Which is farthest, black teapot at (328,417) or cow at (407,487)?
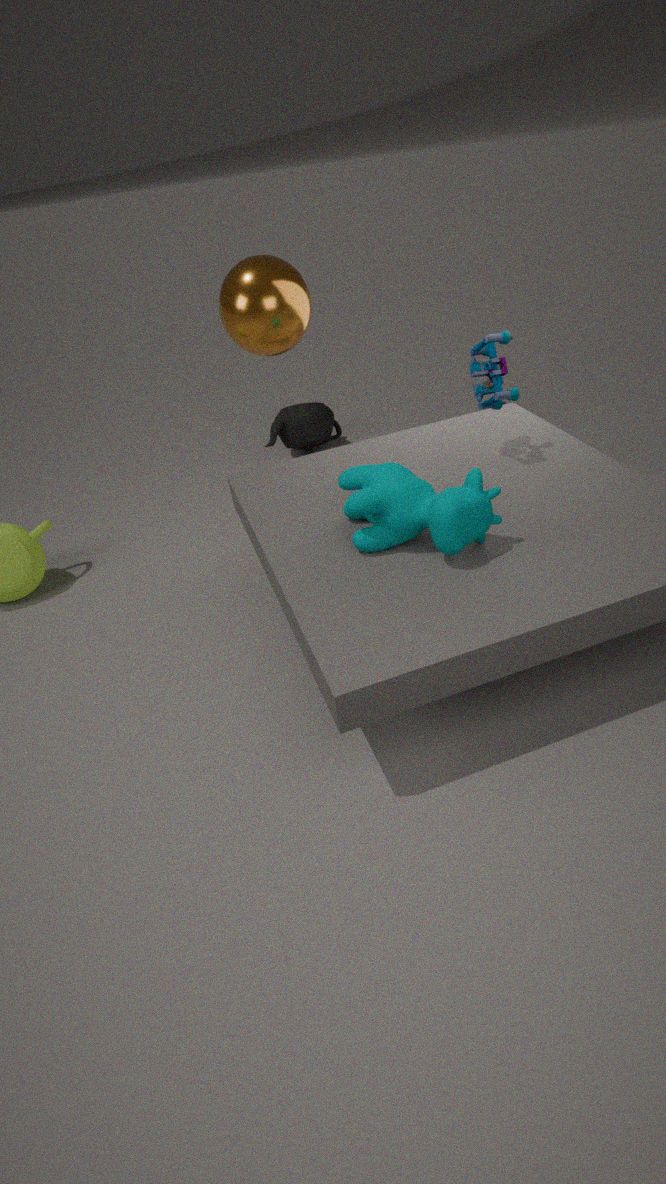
black teapot at (328,417)
